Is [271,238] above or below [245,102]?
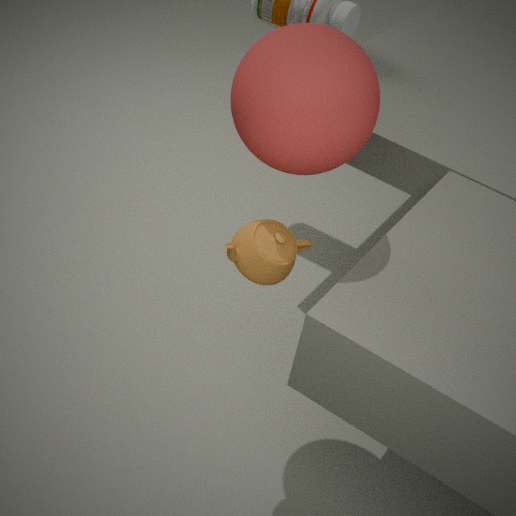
below
